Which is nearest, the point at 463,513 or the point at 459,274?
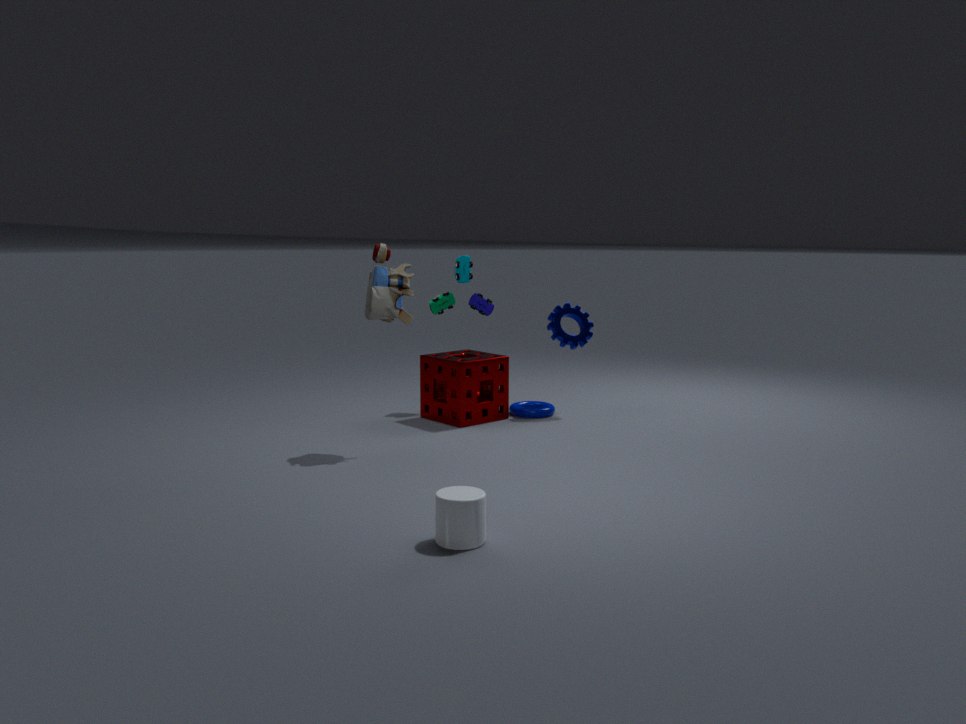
the point at 463,513
